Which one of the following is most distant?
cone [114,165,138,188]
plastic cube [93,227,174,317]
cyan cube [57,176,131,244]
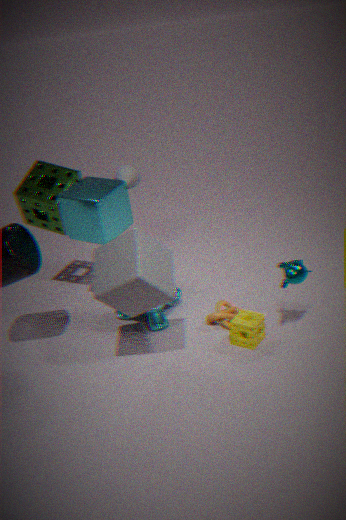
cone [114,165,138,188]
